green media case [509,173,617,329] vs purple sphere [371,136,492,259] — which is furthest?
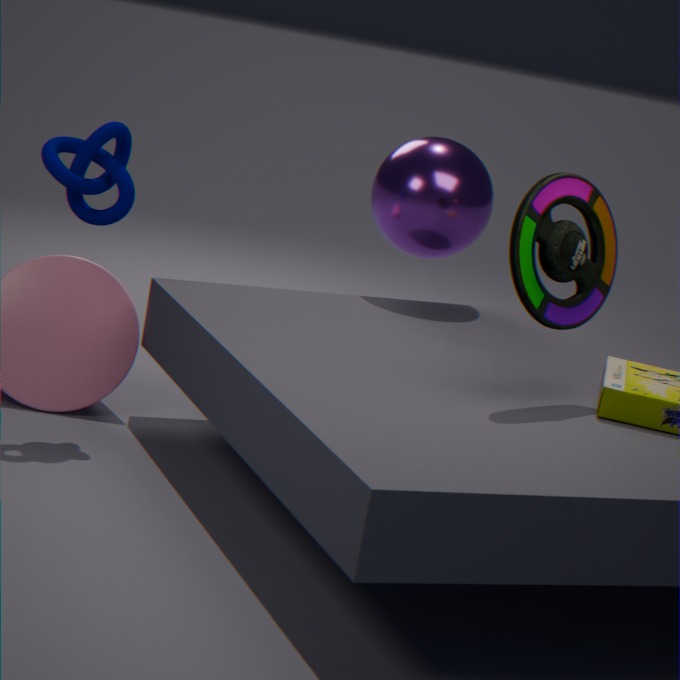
purple sphere [371,136,492,259]
